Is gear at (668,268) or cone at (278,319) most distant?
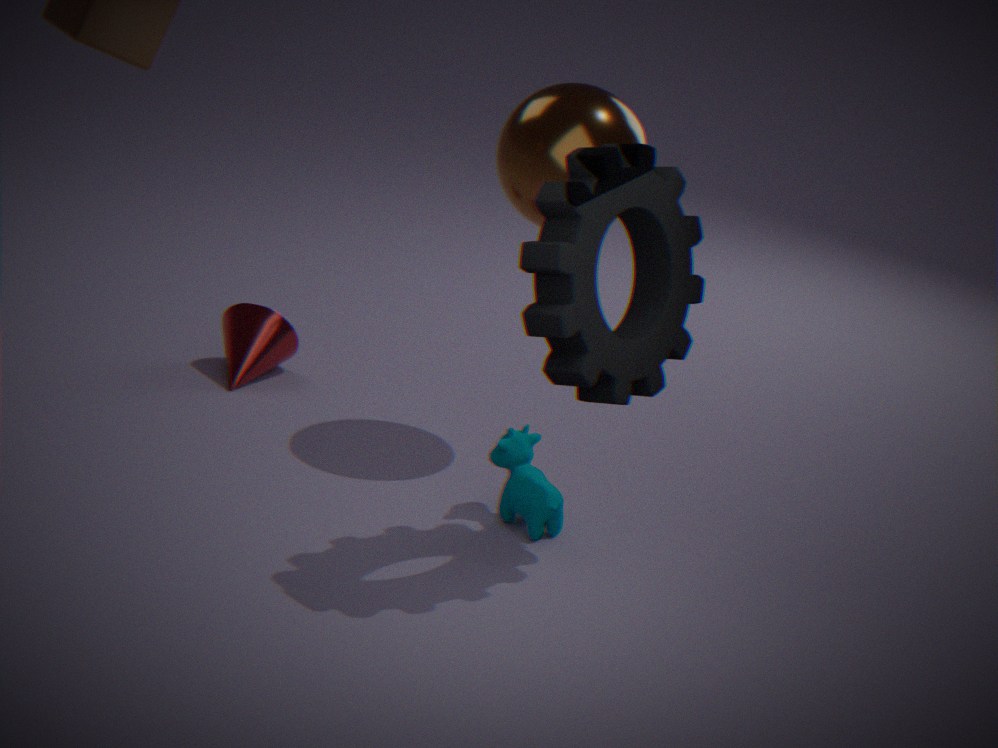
cone at (278,319)
